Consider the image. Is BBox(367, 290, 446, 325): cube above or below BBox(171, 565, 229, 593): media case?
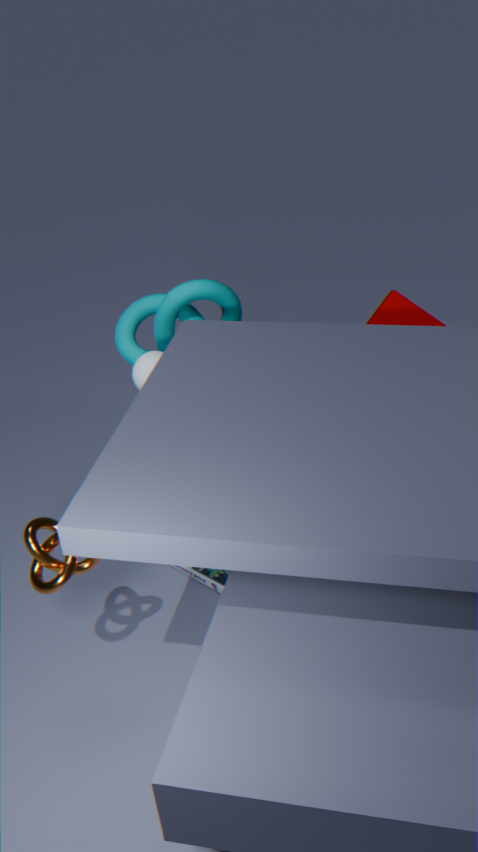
above
